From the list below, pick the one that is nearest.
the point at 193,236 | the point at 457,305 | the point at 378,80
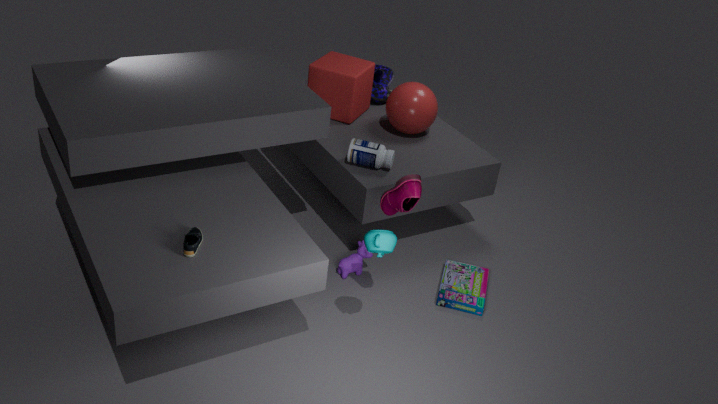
the point at 193,236
